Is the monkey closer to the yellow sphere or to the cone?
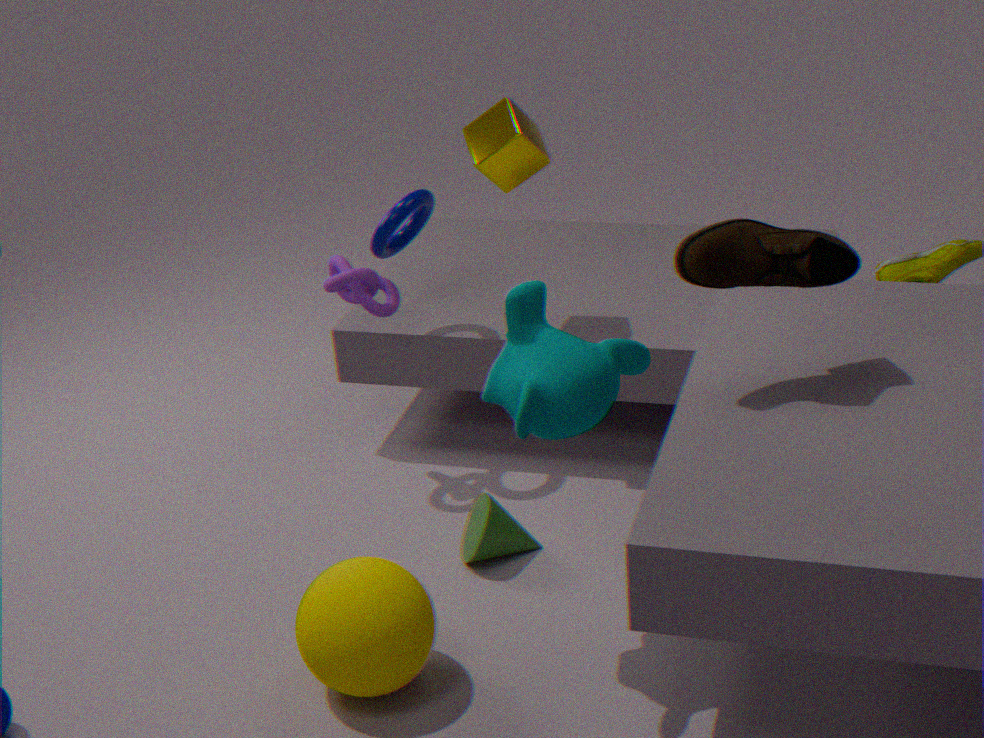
the yellow sphere
